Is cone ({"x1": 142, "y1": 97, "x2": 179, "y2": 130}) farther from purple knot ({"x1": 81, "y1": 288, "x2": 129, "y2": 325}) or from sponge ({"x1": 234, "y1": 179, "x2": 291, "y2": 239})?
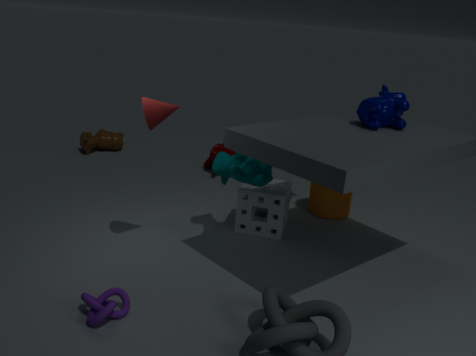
purple knot ({"x1": 81, "y1": 288, "x2": 129, "y2": 325})
